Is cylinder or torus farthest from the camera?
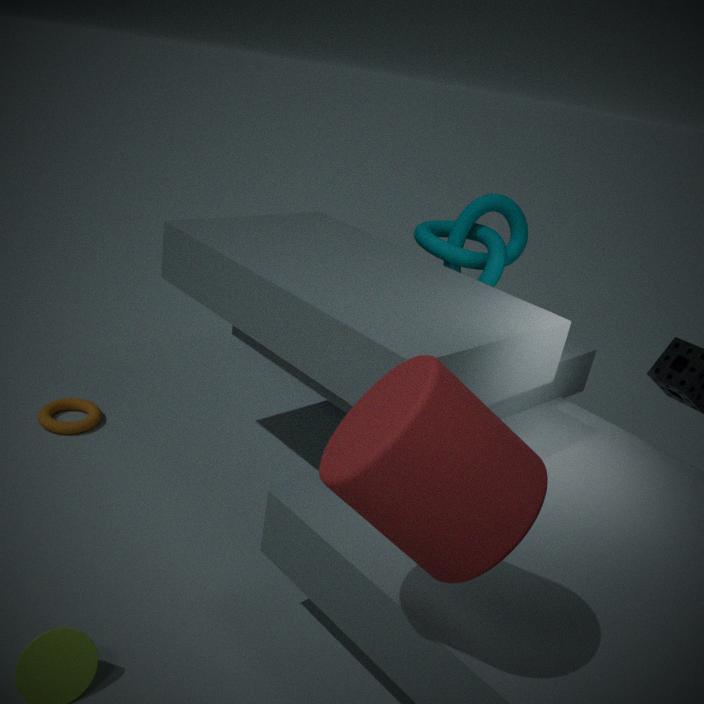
torus
